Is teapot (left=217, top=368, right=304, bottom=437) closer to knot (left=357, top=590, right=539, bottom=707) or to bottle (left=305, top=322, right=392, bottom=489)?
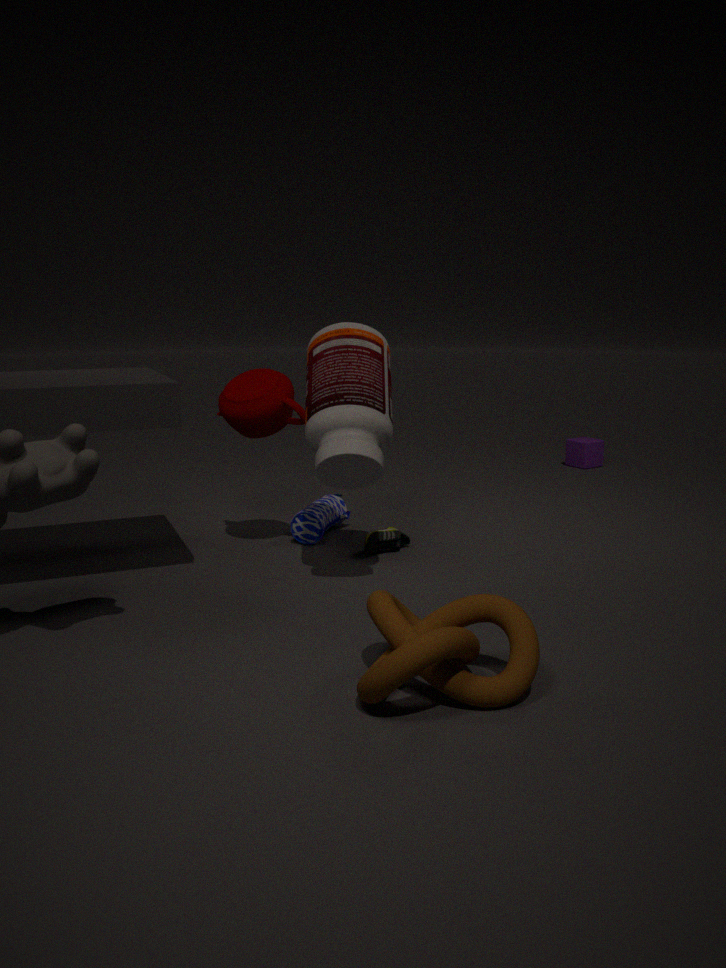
bottle (left=305, top=322, right=392, bottom=489)
